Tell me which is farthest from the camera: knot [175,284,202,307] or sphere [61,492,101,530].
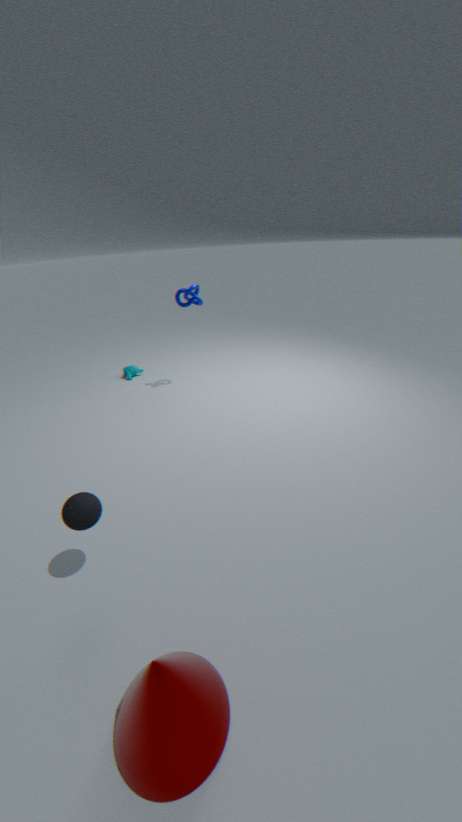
knot [175,284,202,307]
